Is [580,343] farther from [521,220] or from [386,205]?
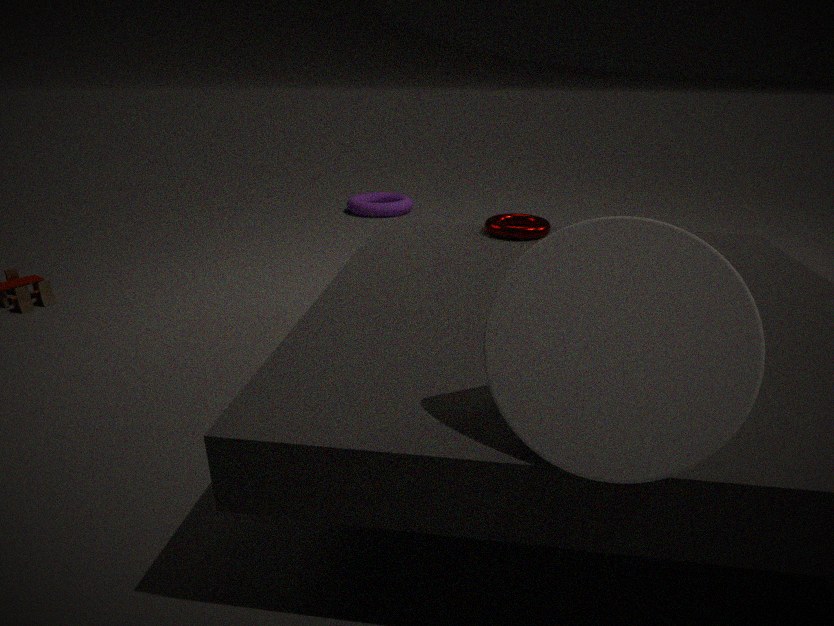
[386,205]
